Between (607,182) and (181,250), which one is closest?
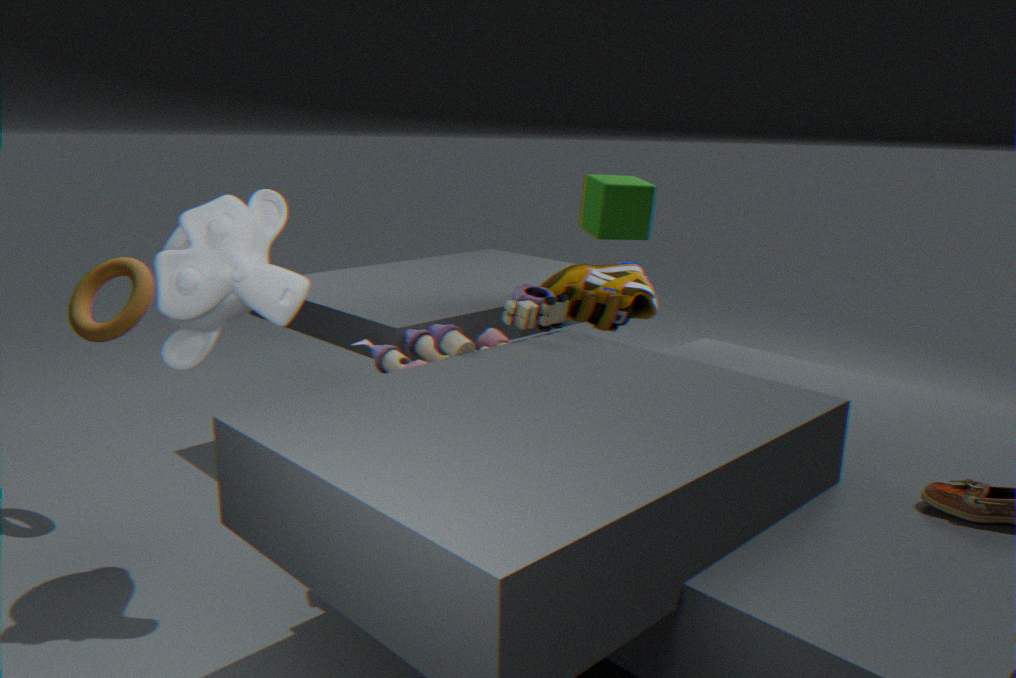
(181,250)
